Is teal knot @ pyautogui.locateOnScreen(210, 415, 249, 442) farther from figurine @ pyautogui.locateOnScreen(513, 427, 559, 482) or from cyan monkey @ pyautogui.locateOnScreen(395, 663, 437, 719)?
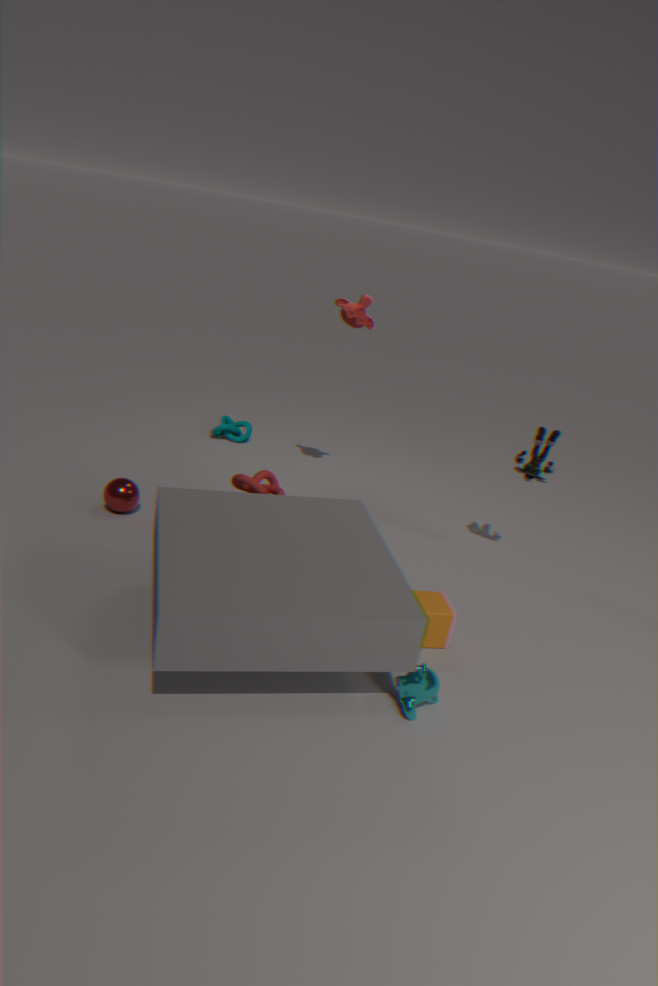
cyan monkey @ pyautogui.locateOnScreen(395, 663, 437, 719)
